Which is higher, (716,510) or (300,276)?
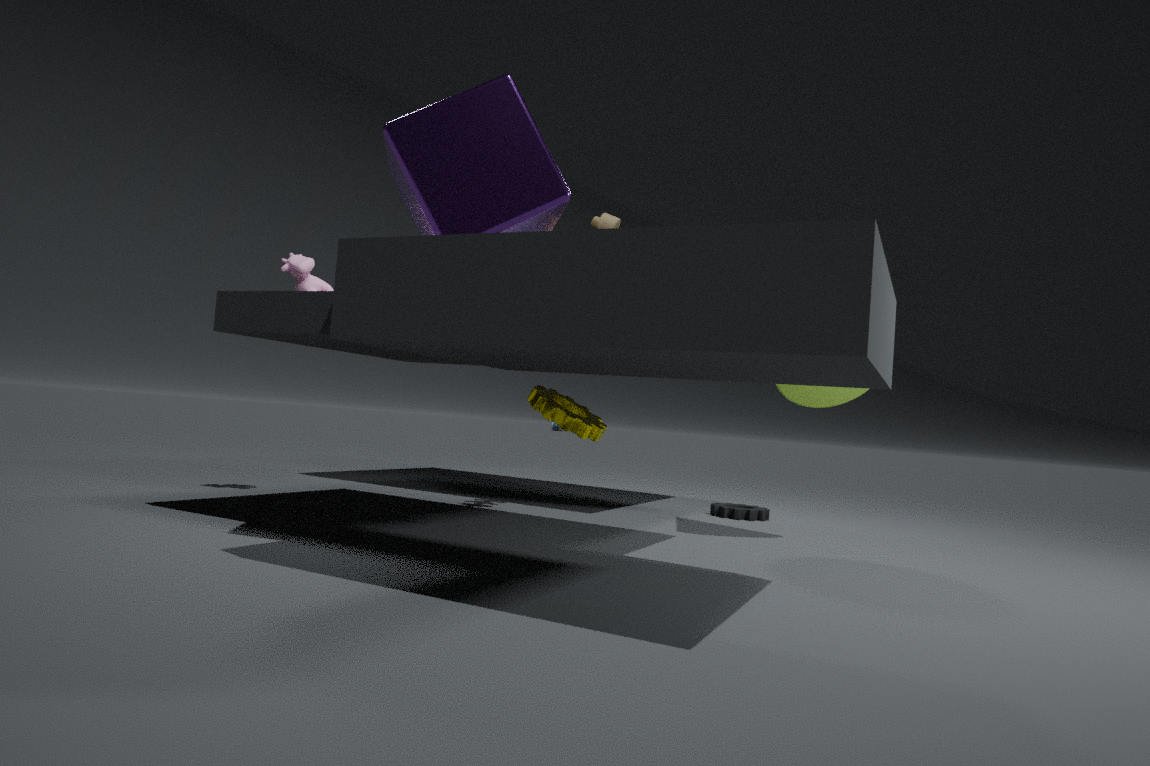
(300,276)
